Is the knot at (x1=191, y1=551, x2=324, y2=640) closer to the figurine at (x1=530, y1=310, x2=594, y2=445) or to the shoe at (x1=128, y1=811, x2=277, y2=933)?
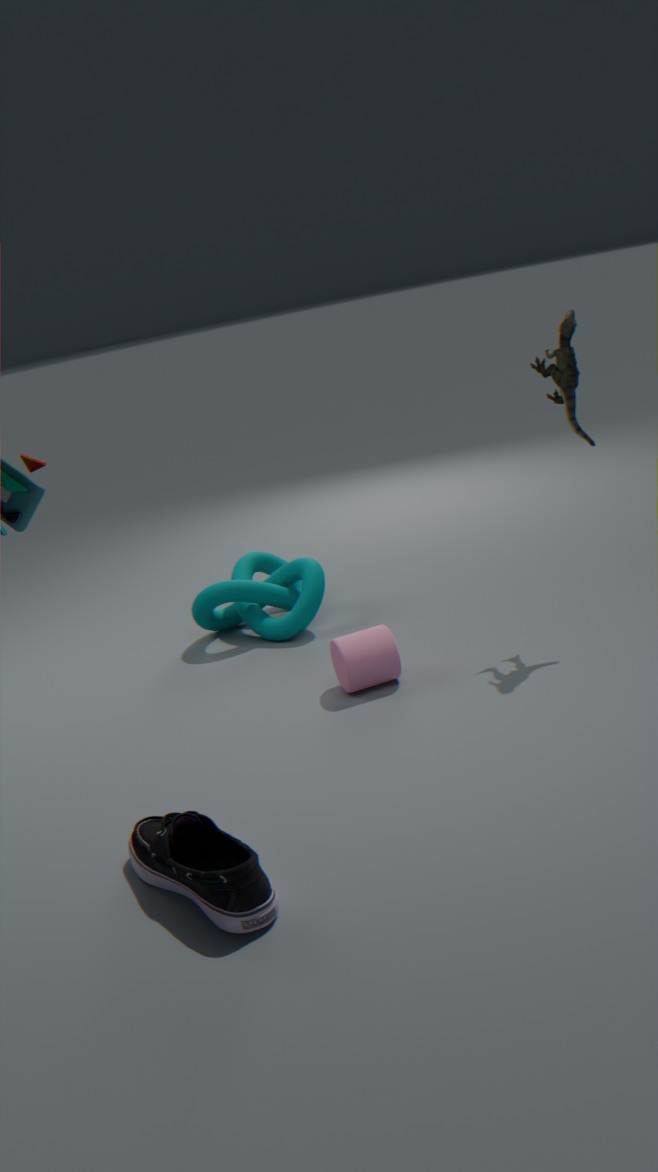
the figurine at (x1=530, y1=310, x2=594, y2=445)
